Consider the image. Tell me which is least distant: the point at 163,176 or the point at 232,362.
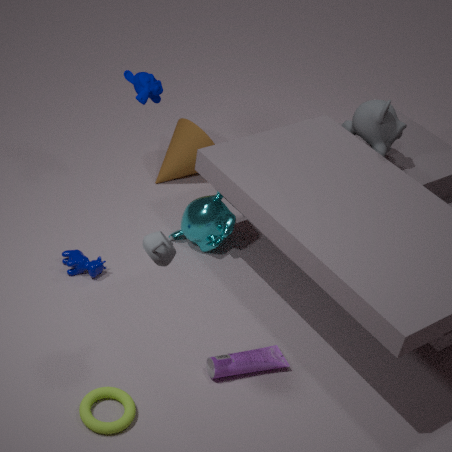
the point at 232,362
